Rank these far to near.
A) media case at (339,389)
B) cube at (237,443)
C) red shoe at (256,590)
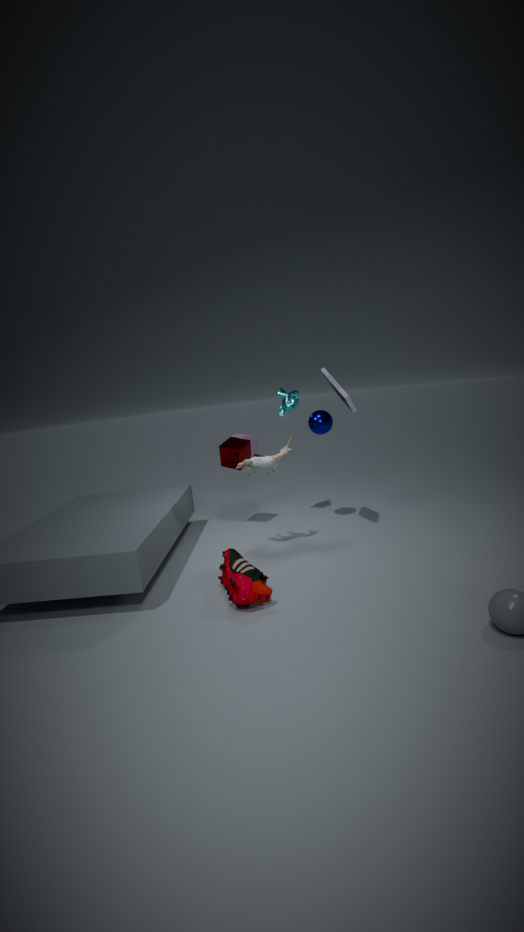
1. cube at (237,443)
2. media case at (339,389)
3. red shoe at (256,590)
